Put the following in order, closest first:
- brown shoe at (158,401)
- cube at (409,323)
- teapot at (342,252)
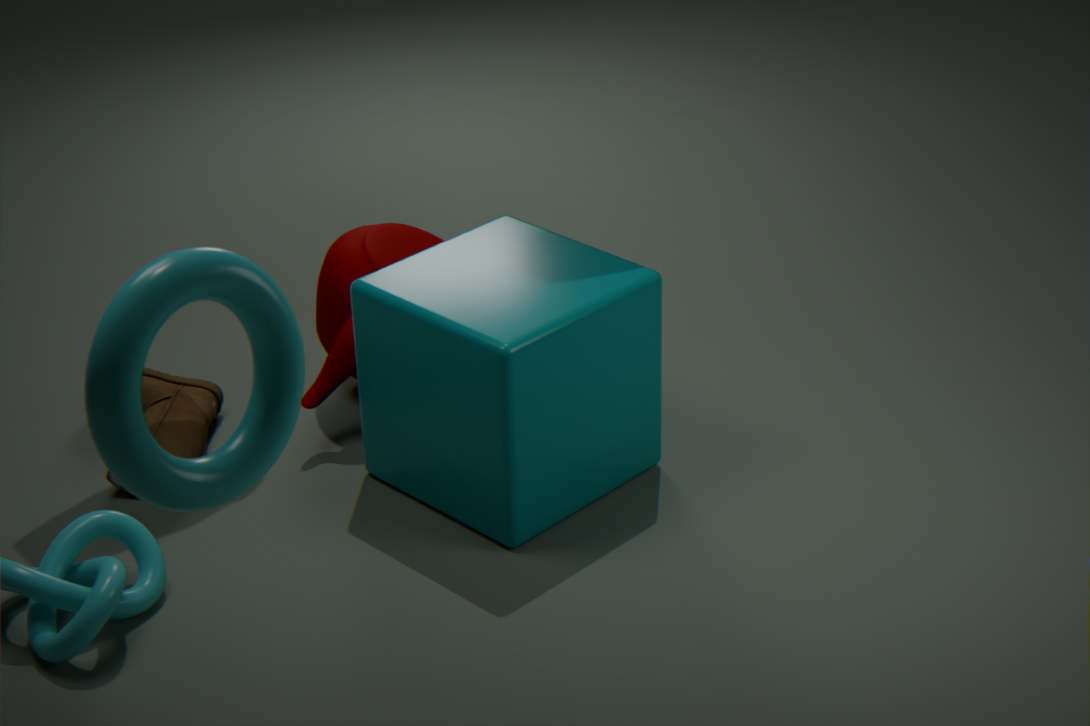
cube at (409,323) < brown shoe at (158,401) < teapot at (342,252)
